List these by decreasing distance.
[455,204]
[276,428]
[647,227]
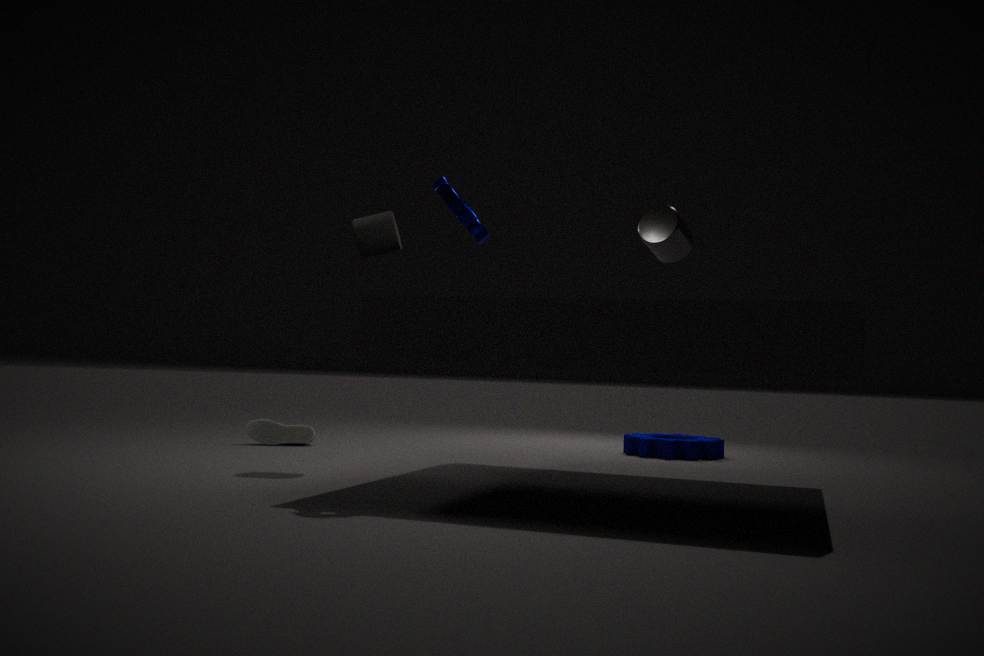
[276,428] → [647,227] → [455,204]
